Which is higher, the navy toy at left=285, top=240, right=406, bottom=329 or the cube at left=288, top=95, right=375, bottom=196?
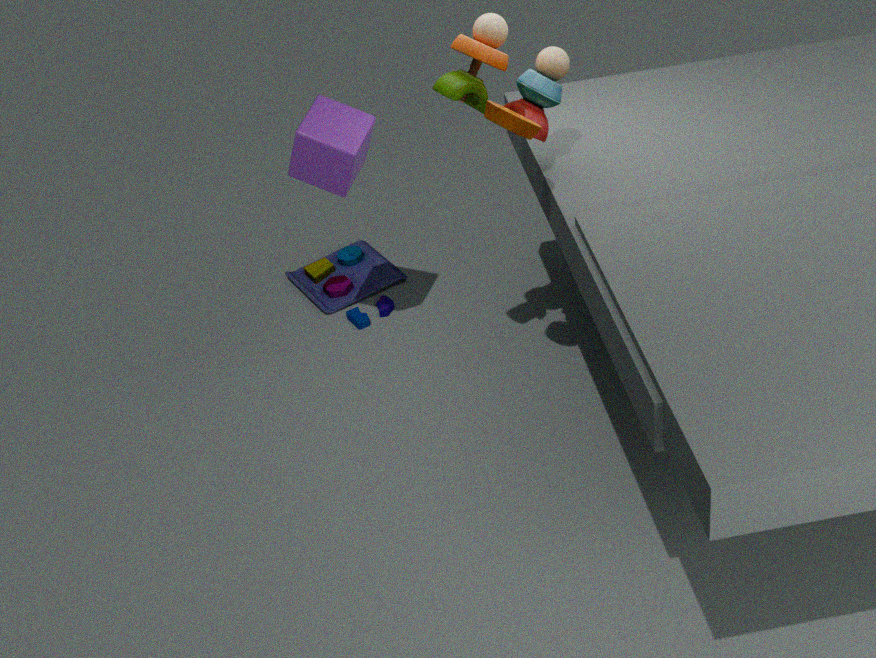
the cube at left=288, top=95, right=375, bottom=196
